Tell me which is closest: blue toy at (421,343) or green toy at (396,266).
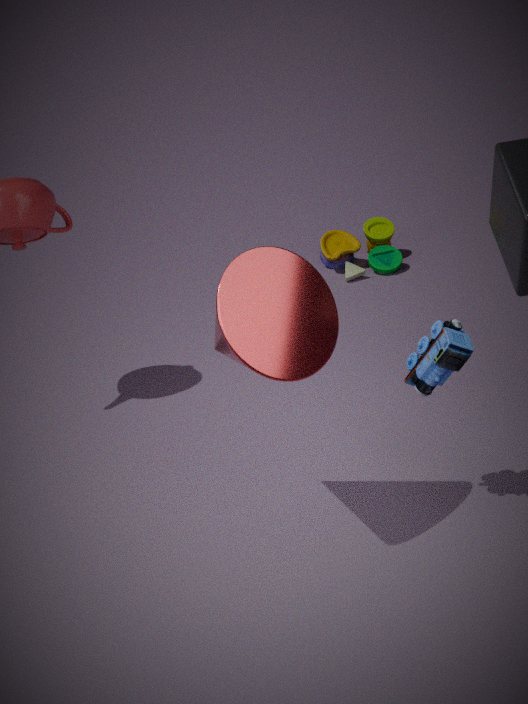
blue toy at (421,343)
